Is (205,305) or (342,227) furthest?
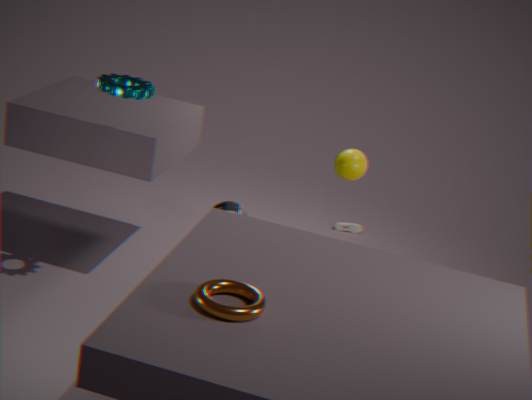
(342,227)
